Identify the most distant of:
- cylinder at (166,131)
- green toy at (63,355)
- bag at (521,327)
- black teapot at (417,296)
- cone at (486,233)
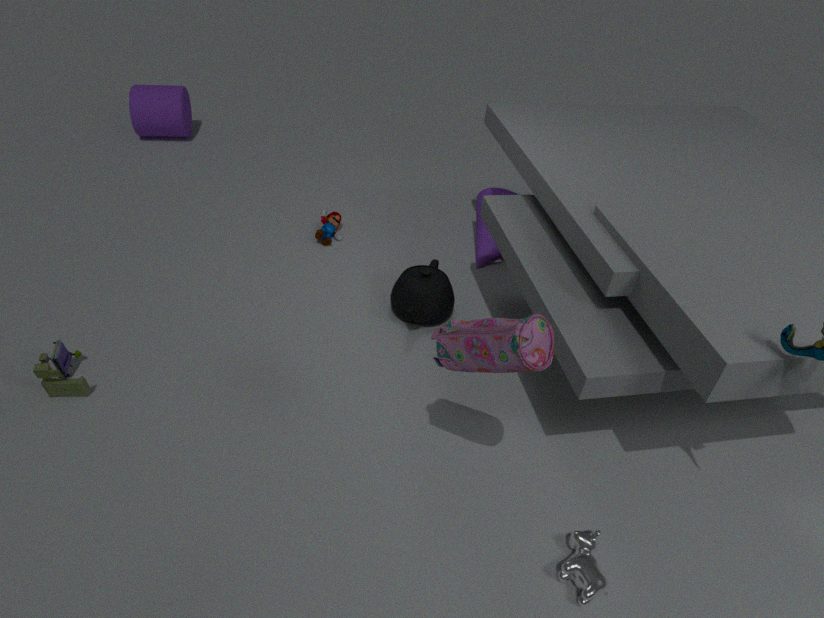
cylinder at (166,131)
